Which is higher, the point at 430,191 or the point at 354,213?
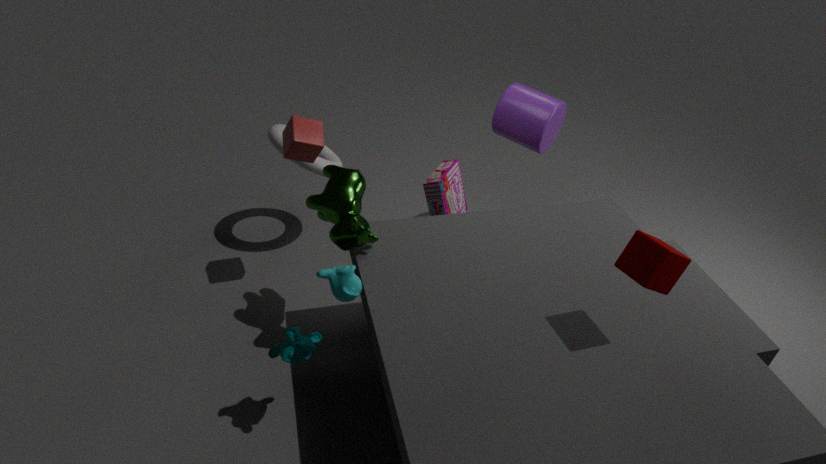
the point at 354,213
